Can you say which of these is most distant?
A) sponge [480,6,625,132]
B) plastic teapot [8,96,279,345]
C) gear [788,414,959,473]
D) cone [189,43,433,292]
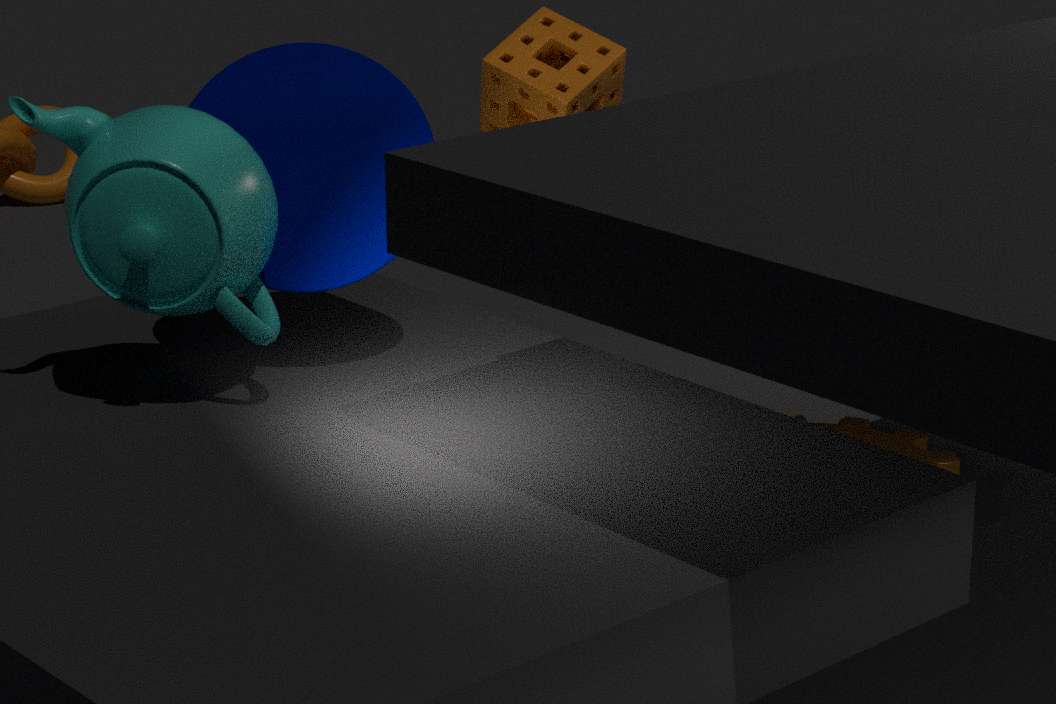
gear [788,414,959,473]
